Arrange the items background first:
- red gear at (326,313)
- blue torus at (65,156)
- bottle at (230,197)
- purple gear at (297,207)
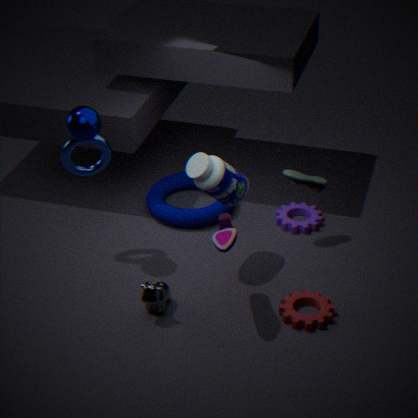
1. purple gear at (297,207)
2. blue torus at (65,156)
3. bottle at (230,197)
4. red gear at (326,313)
